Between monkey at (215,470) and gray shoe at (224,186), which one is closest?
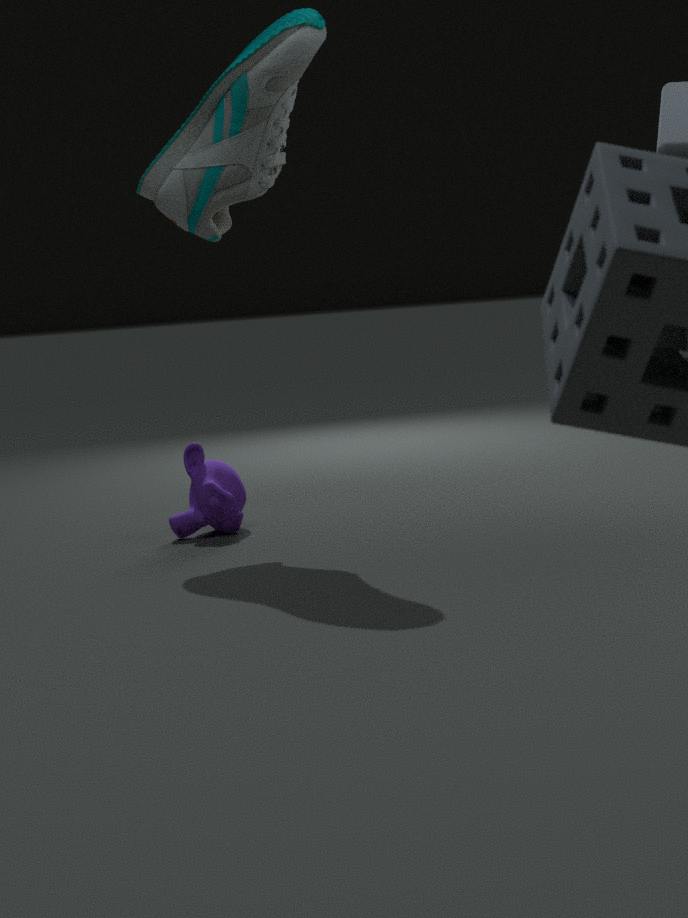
gray shoe at (224,186)
